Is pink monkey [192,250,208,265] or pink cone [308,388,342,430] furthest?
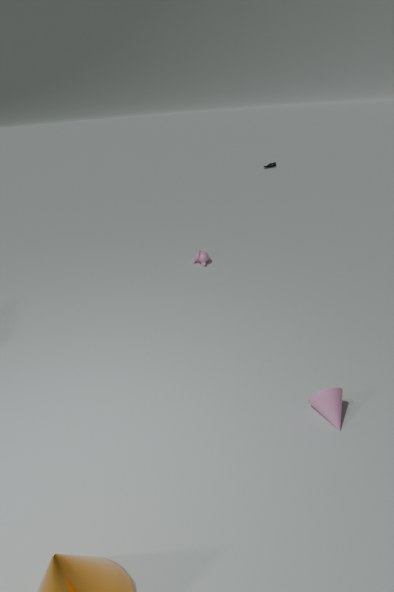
pink monkey [192,250,208,265]
